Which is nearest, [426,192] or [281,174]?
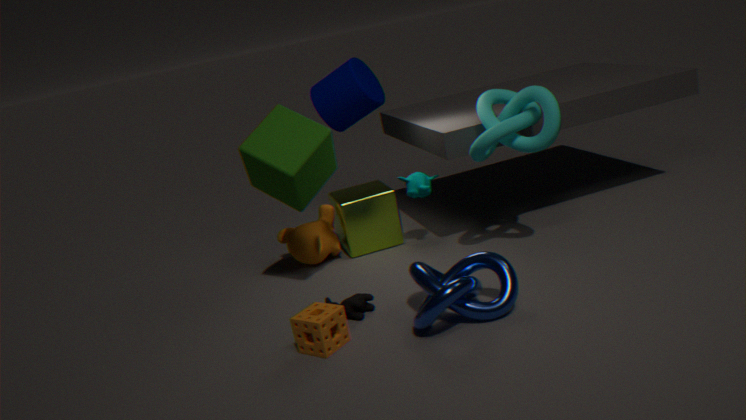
[281,174]
